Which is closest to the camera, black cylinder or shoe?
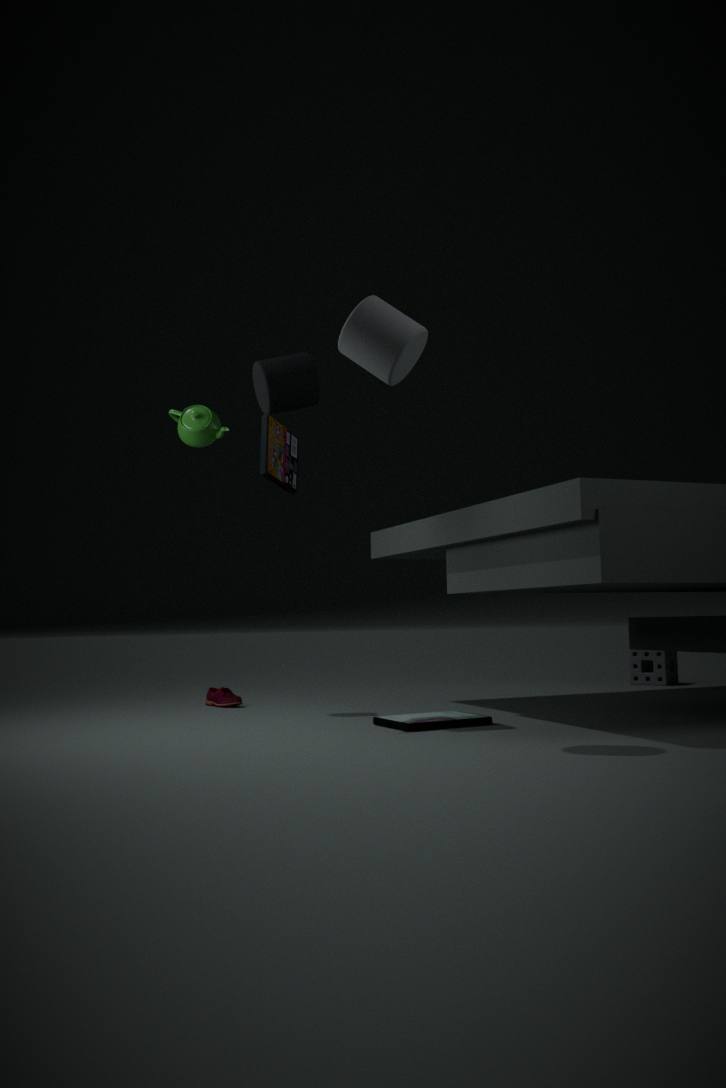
black cylinder
